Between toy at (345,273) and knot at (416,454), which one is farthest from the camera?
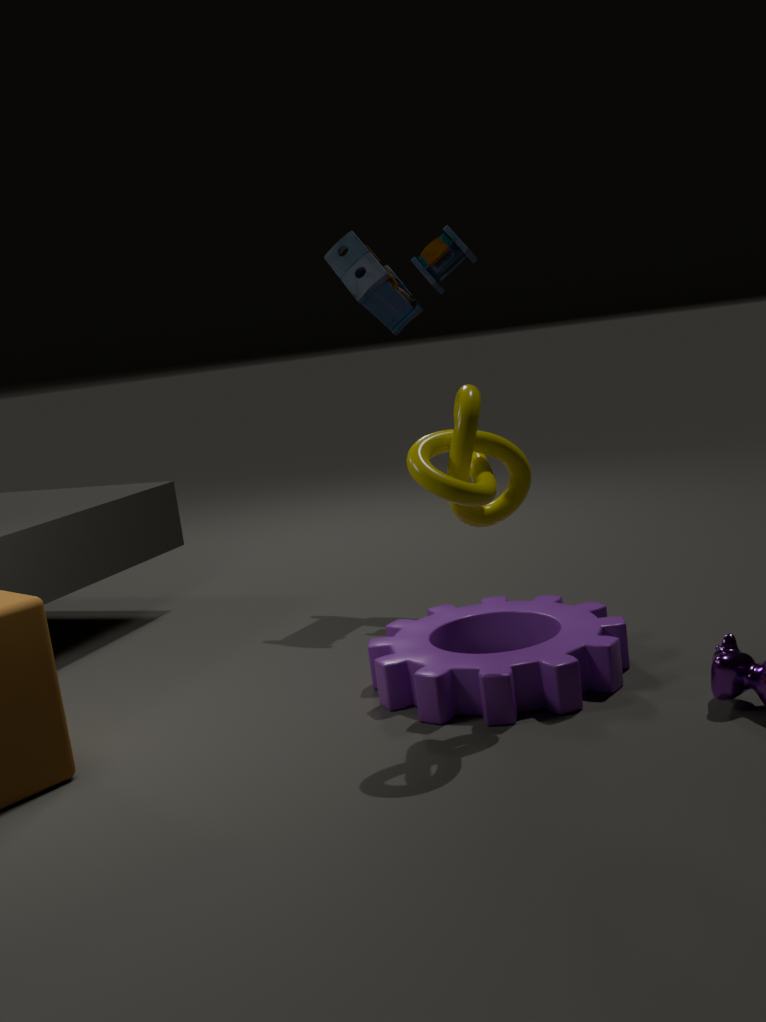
toy at (345,273)
